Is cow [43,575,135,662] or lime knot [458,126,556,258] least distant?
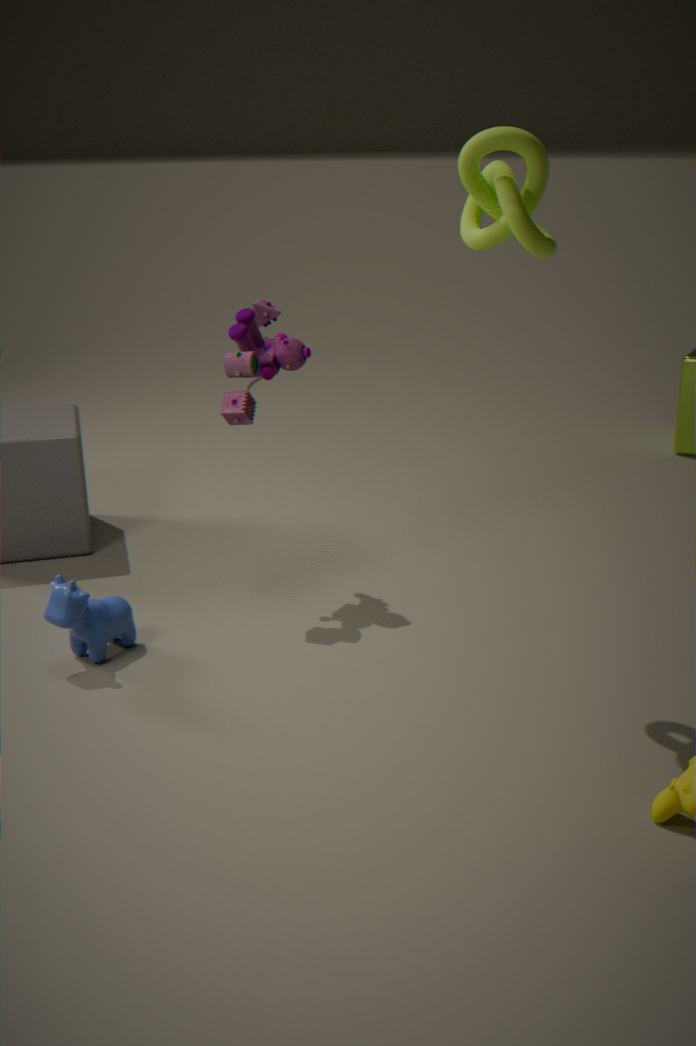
lime knot [458,126,556,258]
